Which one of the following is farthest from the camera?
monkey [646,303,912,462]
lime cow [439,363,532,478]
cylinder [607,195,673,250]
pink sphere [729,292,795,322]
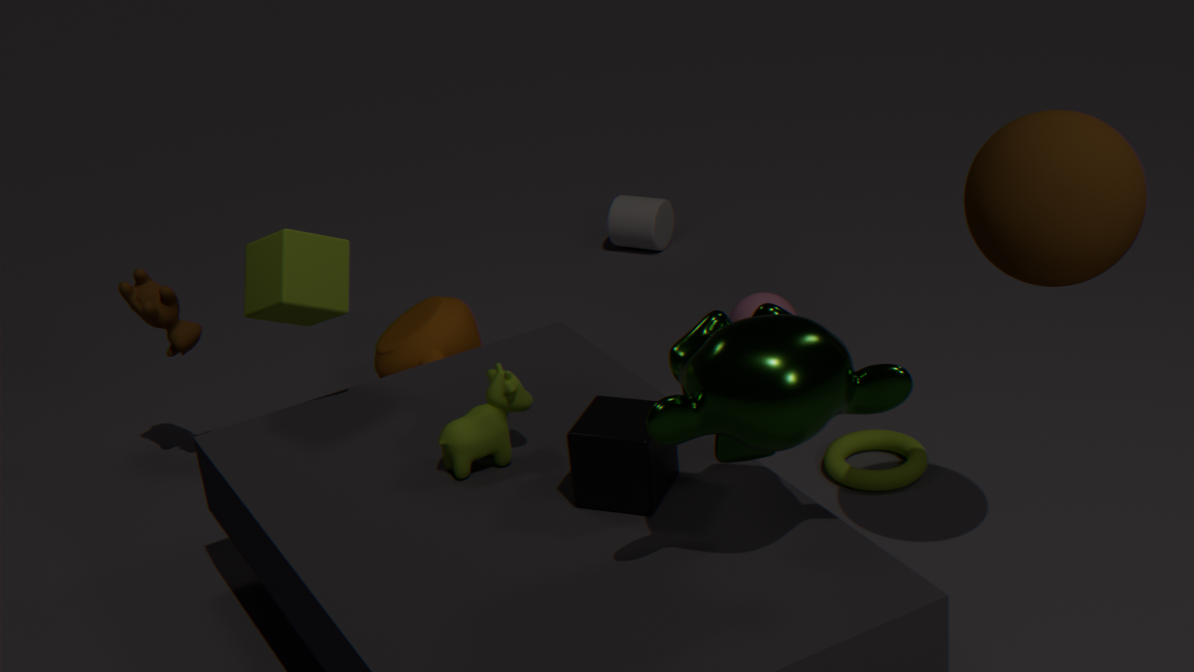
cylinder [607,195,673,250]
